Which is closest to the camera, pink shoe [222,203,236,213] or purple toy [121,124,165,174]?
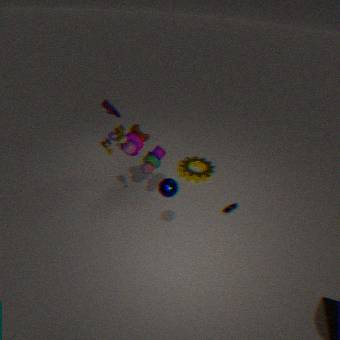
purple toy [121,124,165,174]
